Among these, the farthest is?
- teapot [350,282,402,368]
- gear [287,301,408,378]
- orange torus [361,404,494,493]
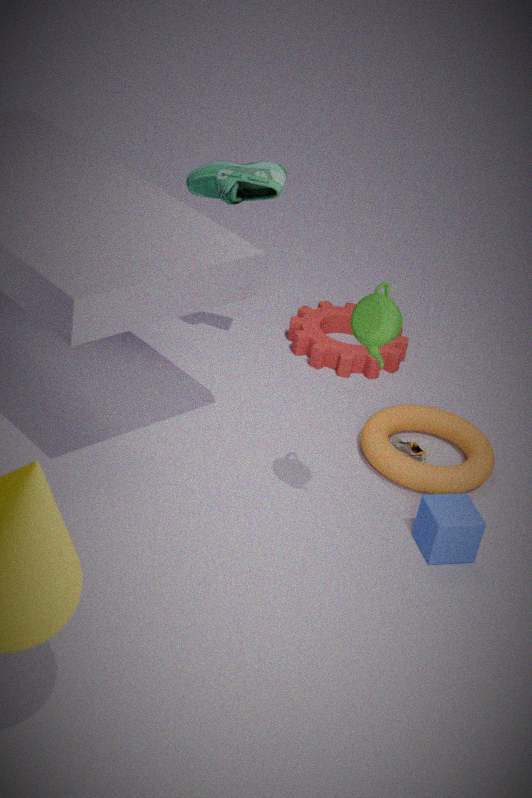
gear [287,301,408,378]
